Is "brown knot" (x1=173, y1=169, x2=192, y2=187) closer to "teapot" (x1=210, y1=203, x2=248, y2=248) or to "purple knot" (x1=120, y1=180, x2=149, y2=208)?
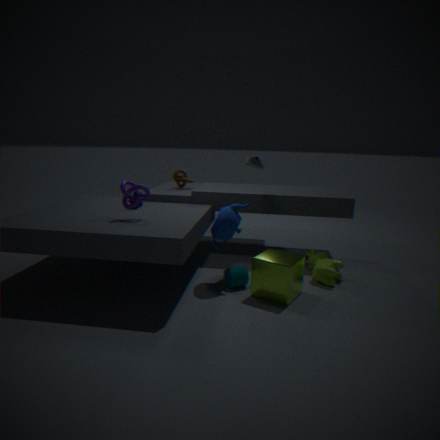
"teapot" (x1=210, y1=203, x2=248, y2=248)
